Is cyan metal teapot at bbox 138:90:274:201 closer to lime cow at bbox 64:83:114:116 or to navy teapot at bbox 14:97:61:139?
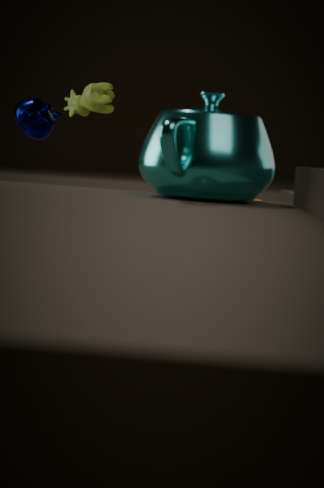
navy teapot at bbox 14:97:61:139
